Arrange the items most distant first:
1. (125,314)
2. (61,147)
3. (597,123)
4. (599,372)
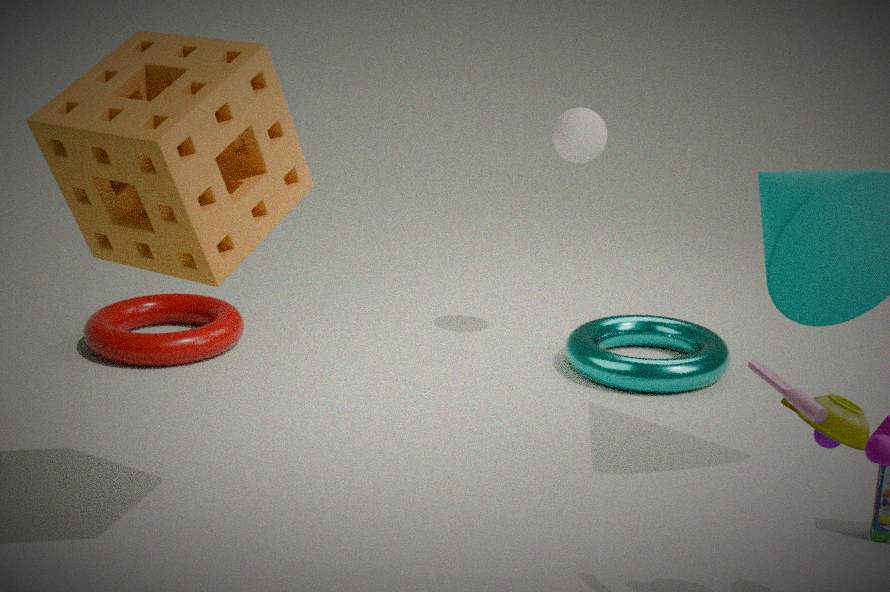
(125,314) → (597,123) → (599,372) → (61,147)
